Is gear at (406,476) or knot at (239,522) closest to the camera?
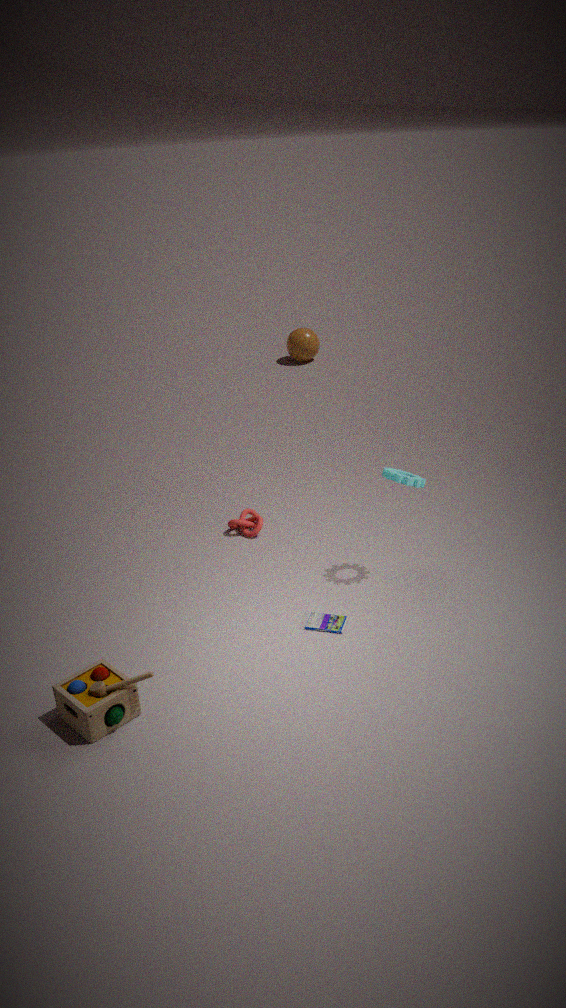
gear at (406,476)
